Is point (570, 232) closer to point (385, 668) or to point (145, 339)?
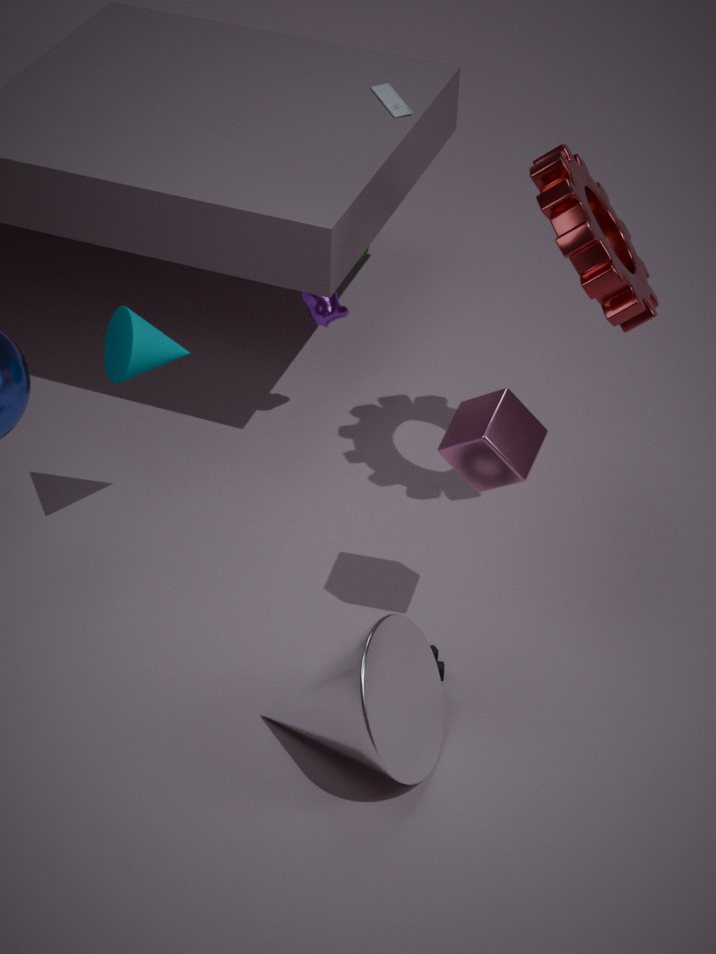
point (145, 339)
